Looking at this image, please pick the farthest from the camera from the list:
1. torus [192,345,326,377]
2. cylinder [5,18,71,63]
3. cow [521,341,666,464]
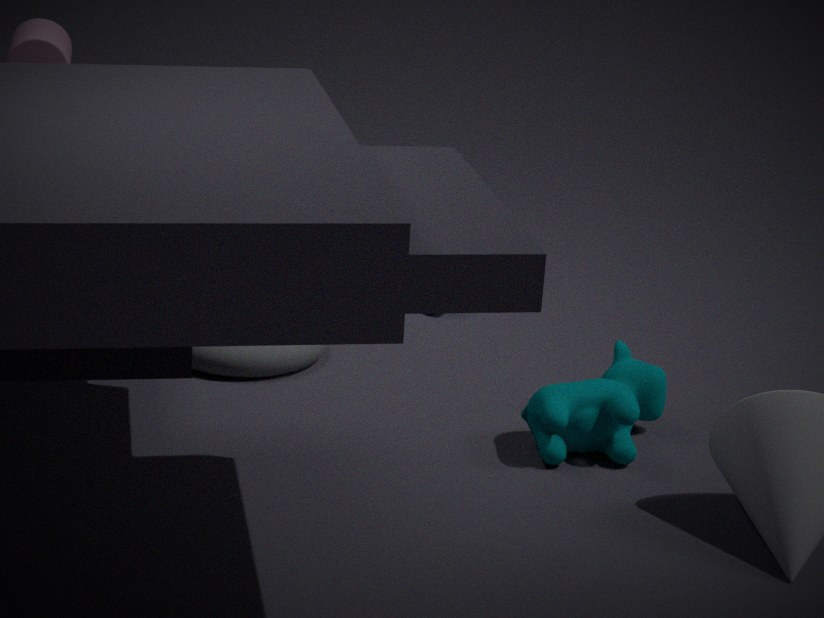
torus [192,345,326,377]
